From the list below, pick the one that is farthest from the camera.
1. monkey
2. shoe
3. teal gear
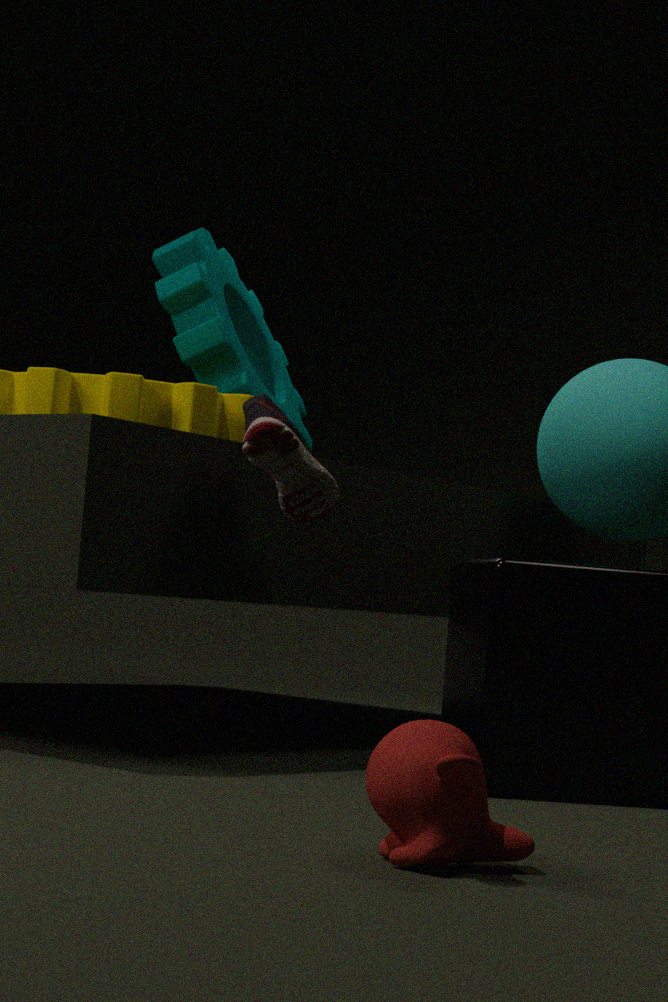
teal gear
